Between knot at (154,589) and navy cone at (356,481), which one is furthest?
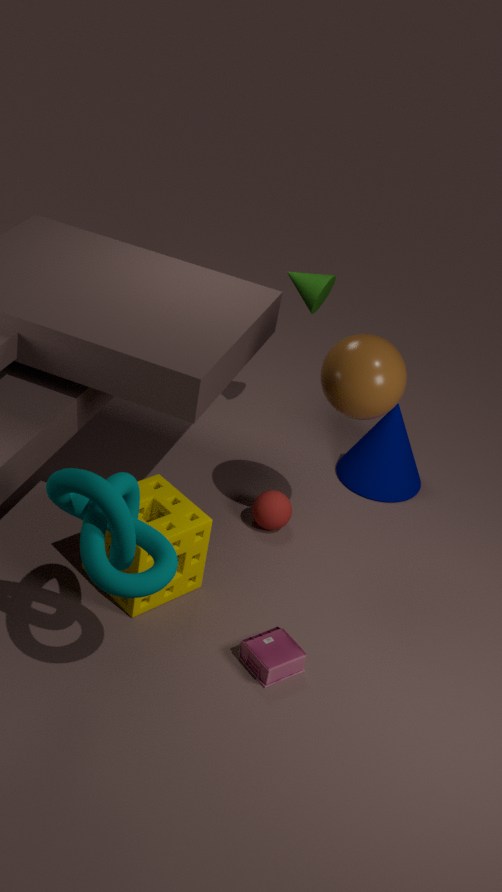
navy cone at (356,481)
